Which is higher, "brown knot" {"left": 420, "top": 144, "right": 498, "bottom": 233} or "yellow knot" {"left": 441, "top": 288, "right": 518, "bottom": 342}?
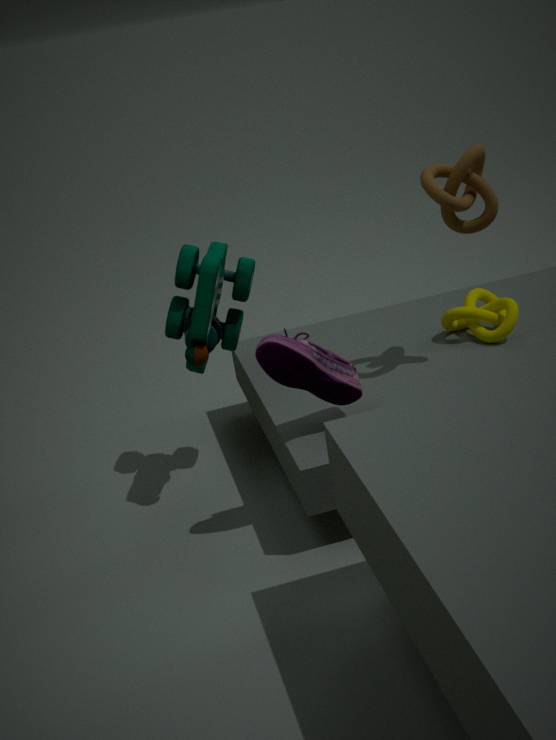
"brown knot" {"left": 420, "top": 144, "right": 498, "bottom": 233}
